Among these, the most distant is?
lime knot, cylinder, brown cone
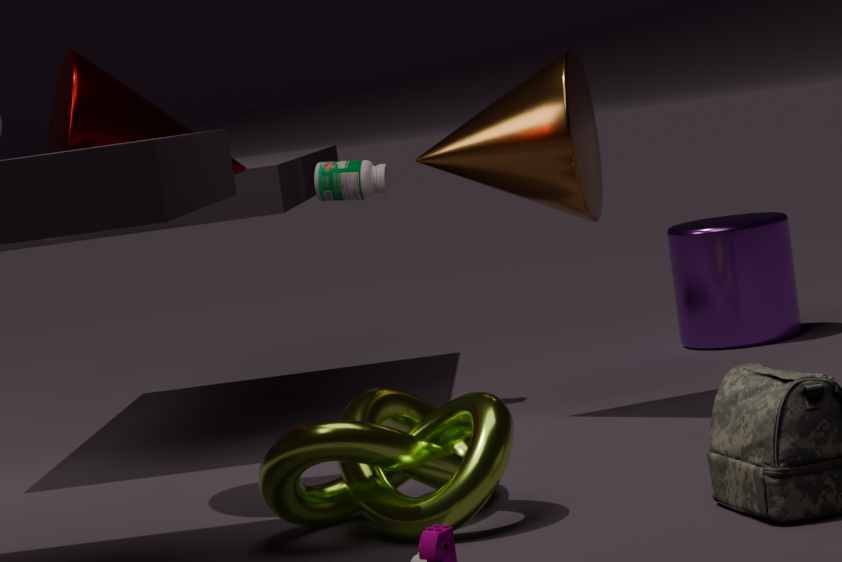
cylinder
